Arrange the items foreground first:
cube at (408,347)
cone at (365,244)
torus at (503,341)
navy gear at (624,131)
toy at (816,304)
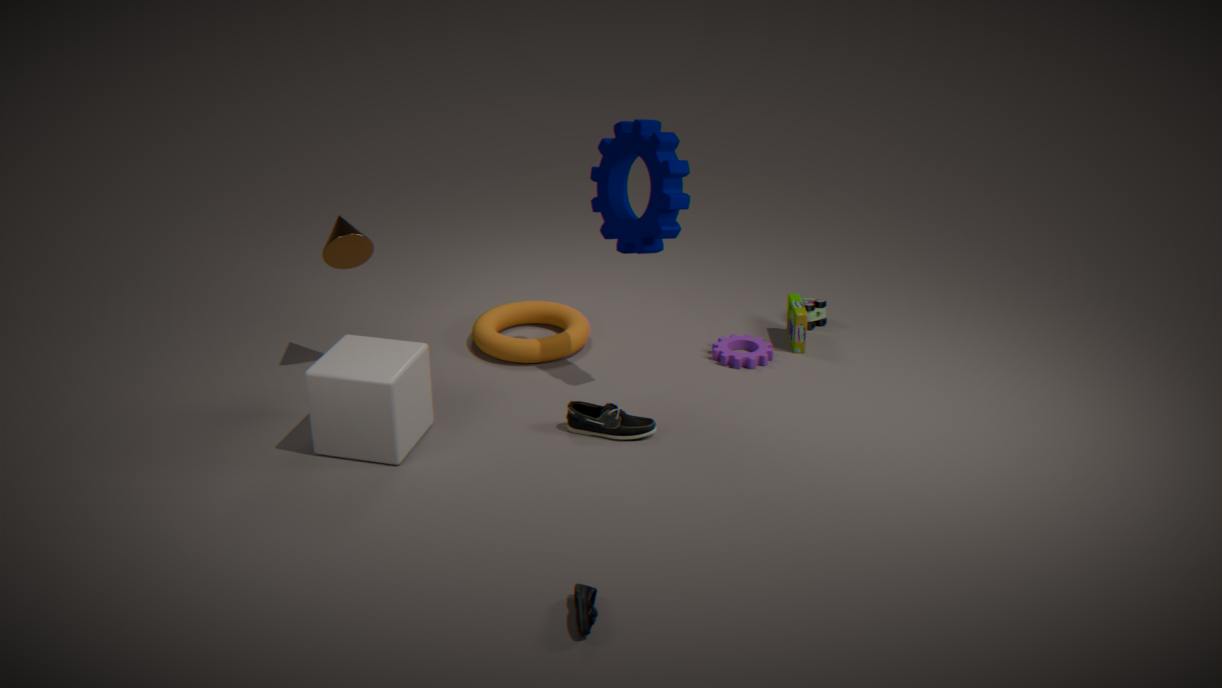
cube at (408,347) → navy gear at (624,131) → cone at (365,244) → torus at (503,341) → toy at (816,304)
